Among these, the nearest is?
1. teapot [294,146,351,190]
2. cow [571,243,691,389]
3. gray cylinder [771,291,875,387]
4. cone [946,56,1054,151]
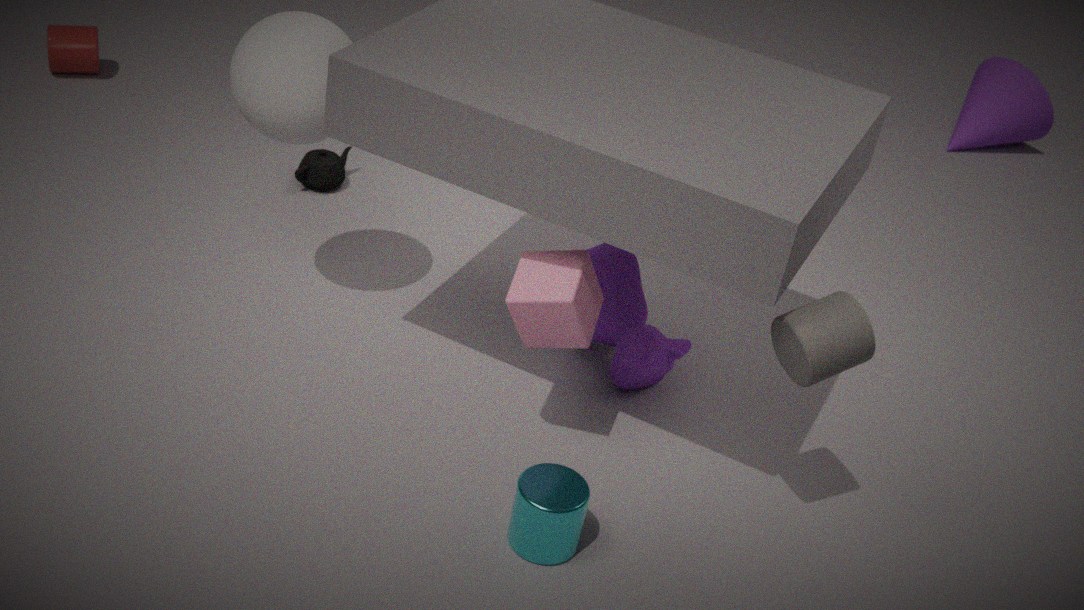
gray cylinder [771,291,875,387]
